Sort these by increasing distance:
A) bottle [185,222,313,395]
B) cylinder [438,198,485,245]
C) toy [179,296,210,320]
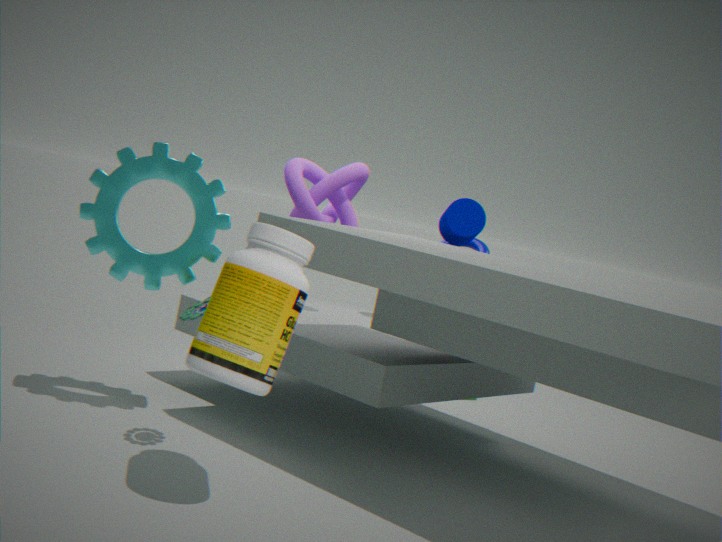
bottle [185,222,313,395]
toy [179,296,210,320]
cylinder [438,198,485,245]
